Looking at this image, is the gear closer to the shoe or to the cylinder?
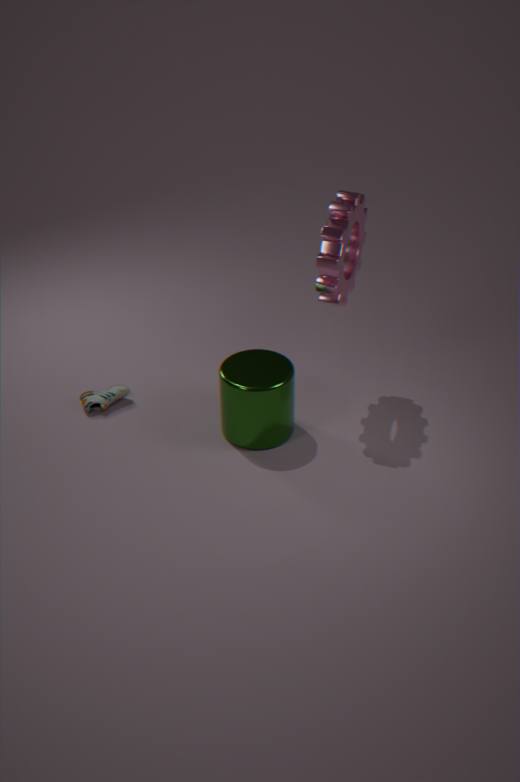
the cylinder
